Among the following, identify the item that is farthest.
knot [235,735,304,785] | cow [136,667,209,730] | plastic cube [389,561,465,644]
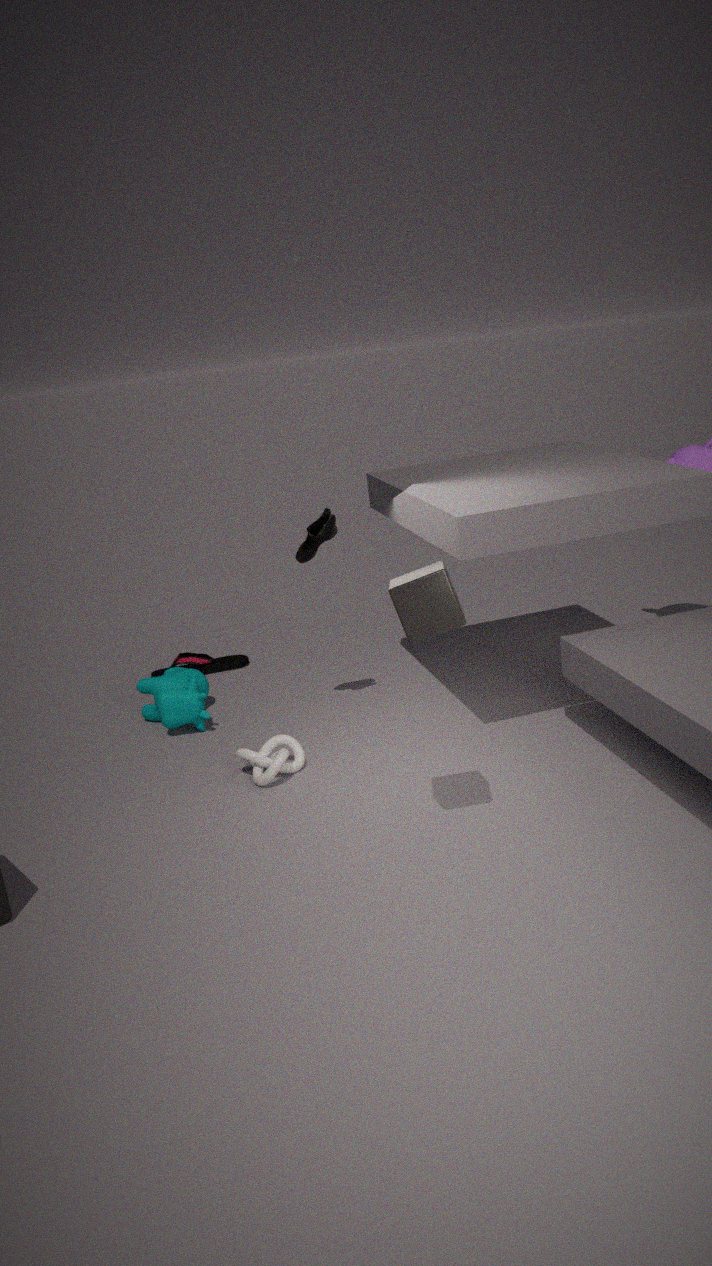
cow [136,667,209,730]
